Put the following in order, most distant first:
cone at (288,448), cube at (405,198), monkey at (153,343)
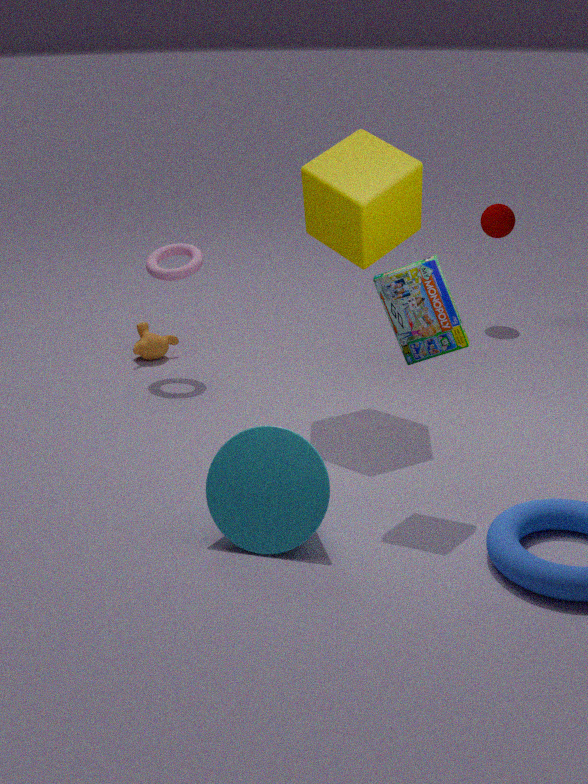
1. monkey at (153,343)
2. cube at (405,198)
3. cone at (288,448)
